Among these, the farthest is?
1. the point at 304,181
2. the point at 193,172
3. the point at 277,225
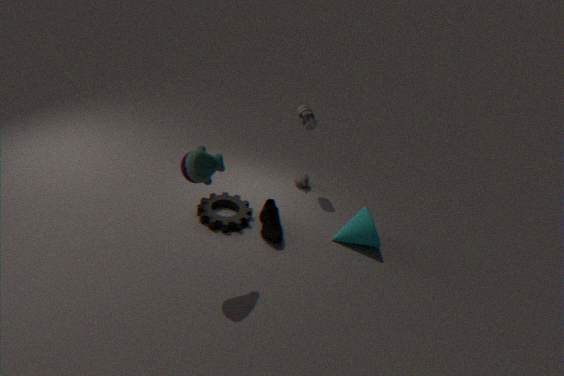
the point at 304,181
